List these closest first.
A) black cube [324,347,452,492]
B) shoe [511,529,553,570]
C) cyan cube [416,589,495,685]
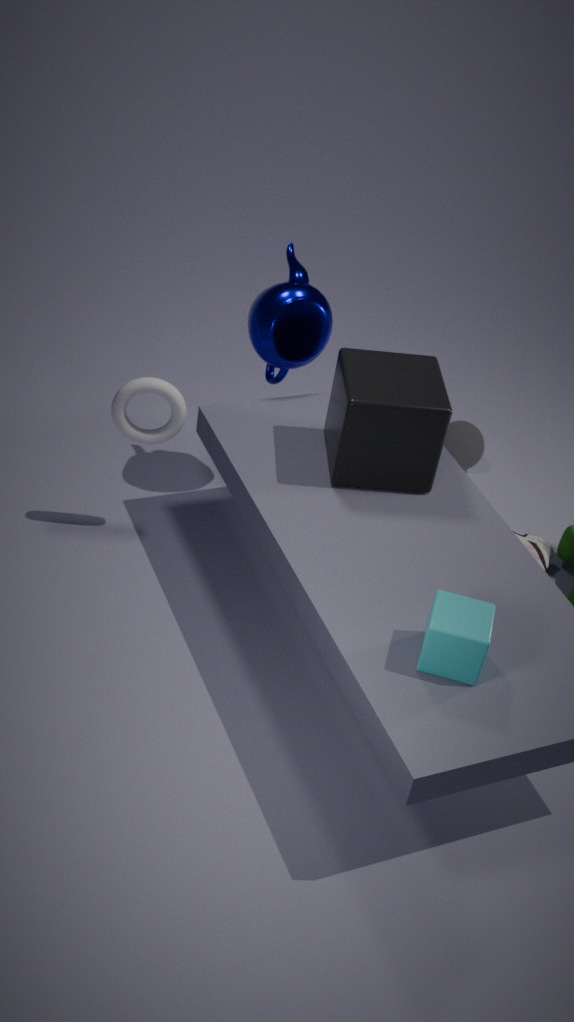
cyan cube [416,589,495,685]
black cube [324,347,452,492]
shoe [511,529,553,570]
